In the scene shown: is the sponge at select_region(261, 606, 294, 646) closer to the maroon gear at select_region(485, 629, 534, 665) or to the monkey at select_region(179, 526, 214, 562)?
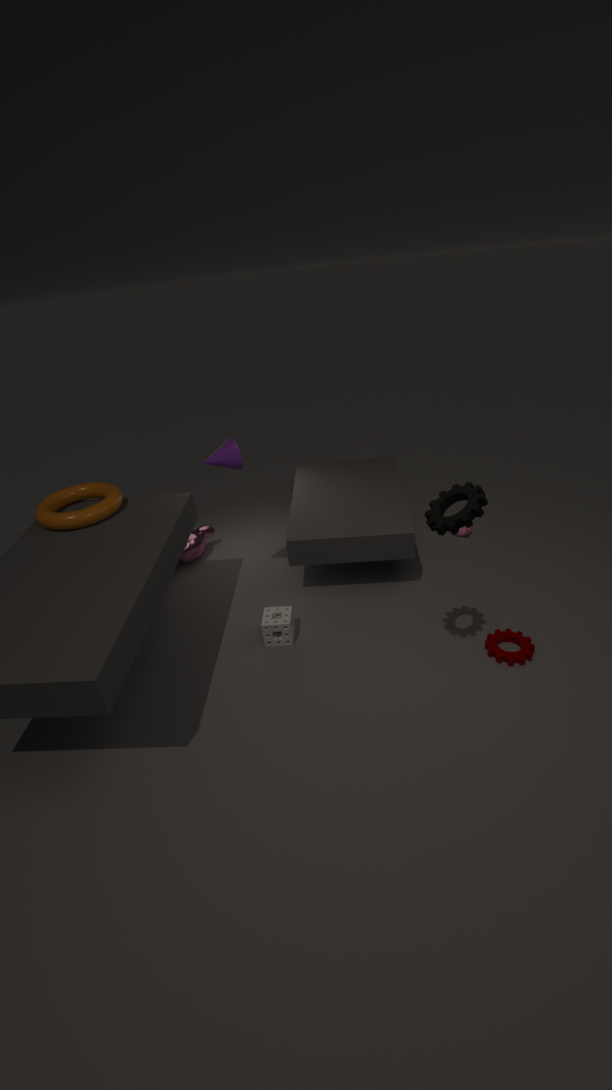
the monkey at select_region(179, 526, 214, 562)
